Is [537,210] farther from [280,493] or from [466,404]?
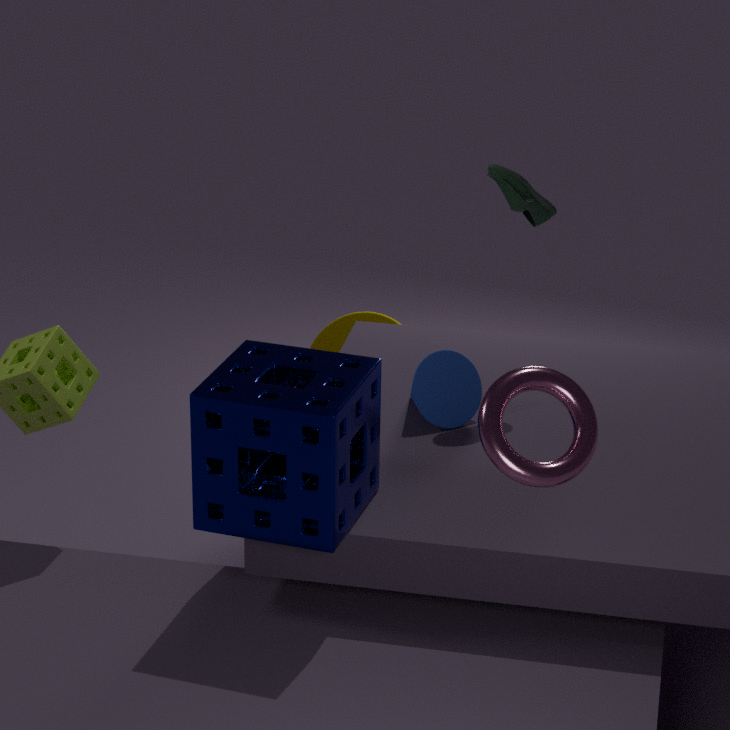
[280,493]
